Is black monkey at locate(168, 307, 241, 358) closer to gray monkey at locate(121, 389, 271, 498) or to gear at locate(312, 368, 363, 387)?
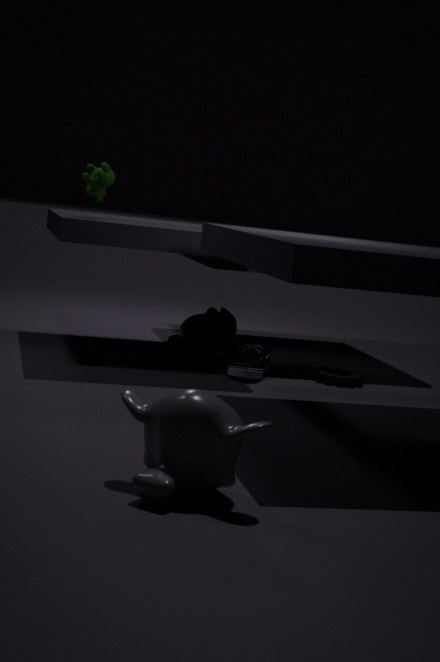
gear at locate(312, 368, 363, 387)
